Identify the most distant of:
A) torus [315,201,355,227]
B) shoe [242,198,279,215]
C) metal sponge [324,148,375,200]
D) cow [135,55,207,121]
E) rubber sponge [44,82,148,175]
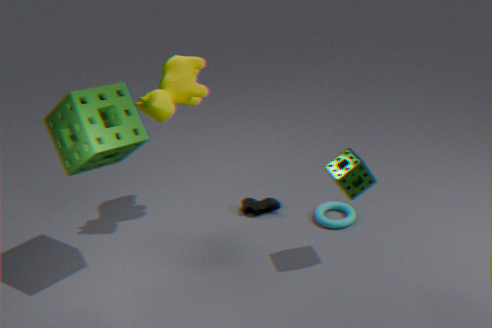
shoe [242,198,279,215]
